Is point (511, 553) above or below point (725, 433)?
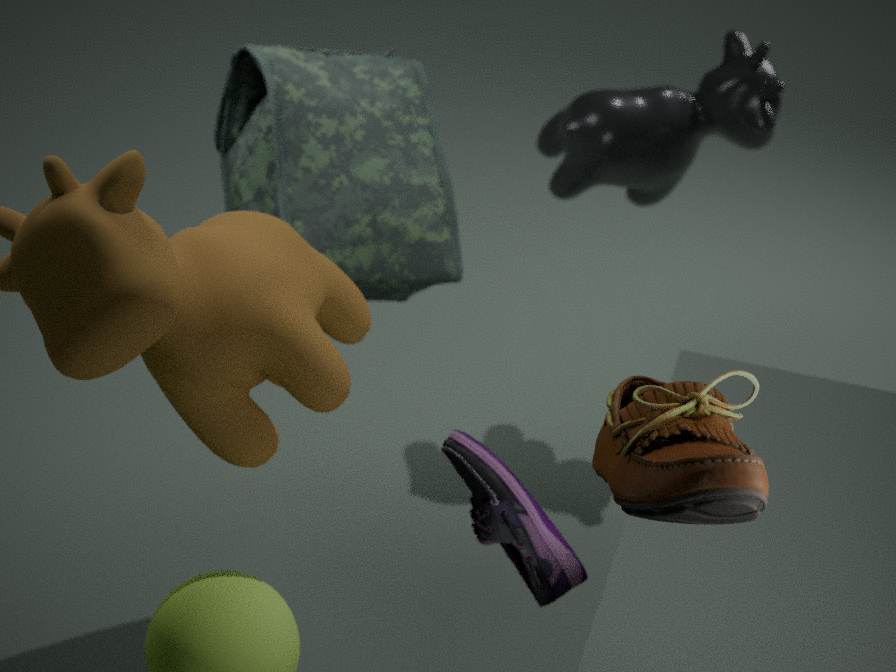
below
